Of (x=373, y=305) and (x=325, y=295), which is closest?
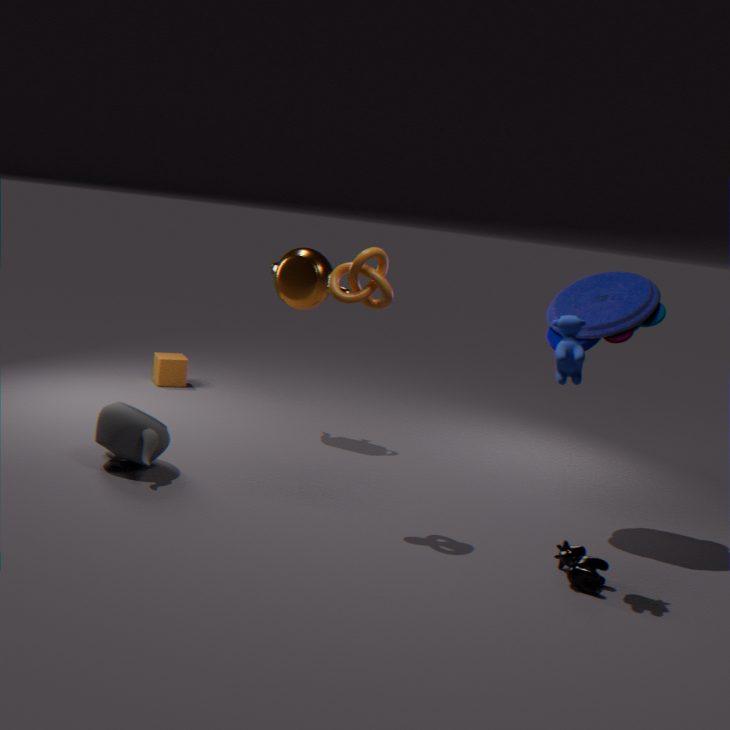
(x=373, y=305)
